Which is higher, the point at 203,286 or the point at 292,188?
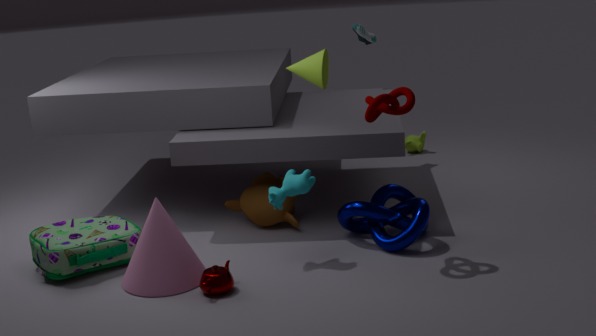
the point at 292,188
